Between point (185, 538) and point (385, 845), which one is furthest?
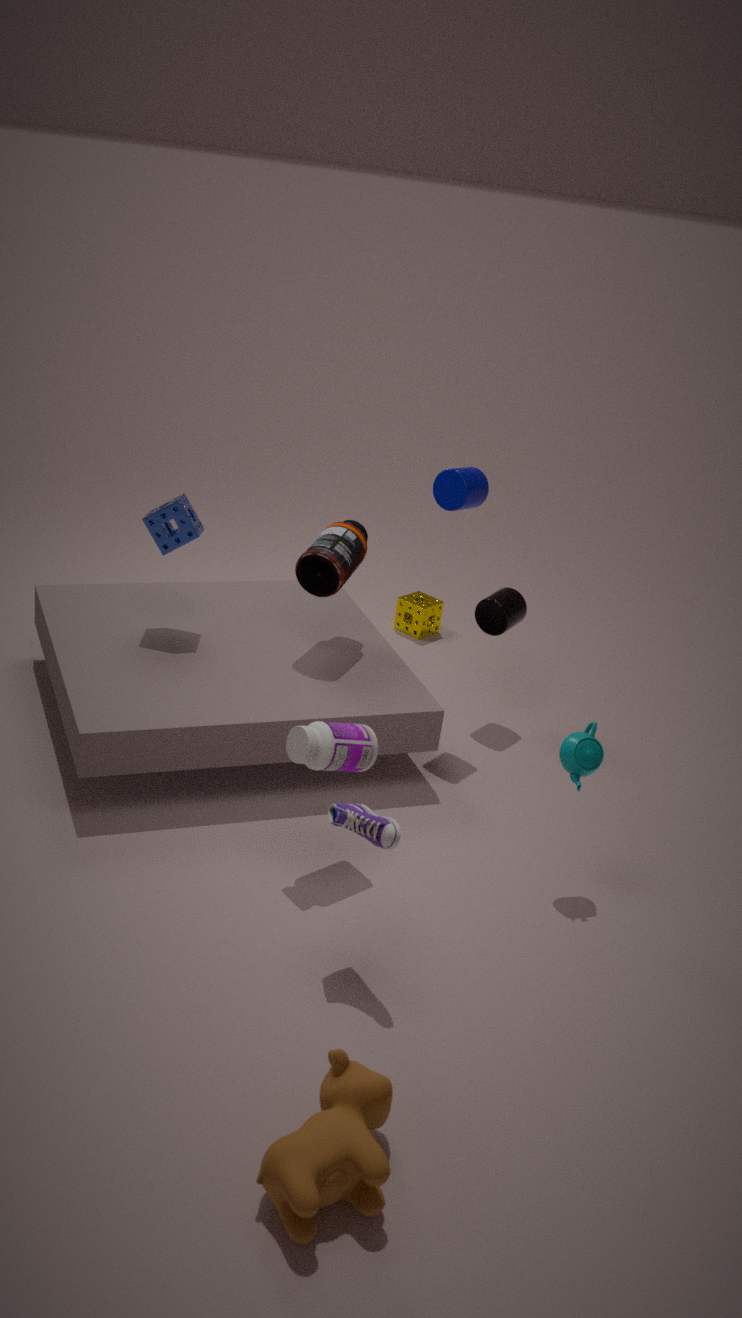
point (185, 538)
